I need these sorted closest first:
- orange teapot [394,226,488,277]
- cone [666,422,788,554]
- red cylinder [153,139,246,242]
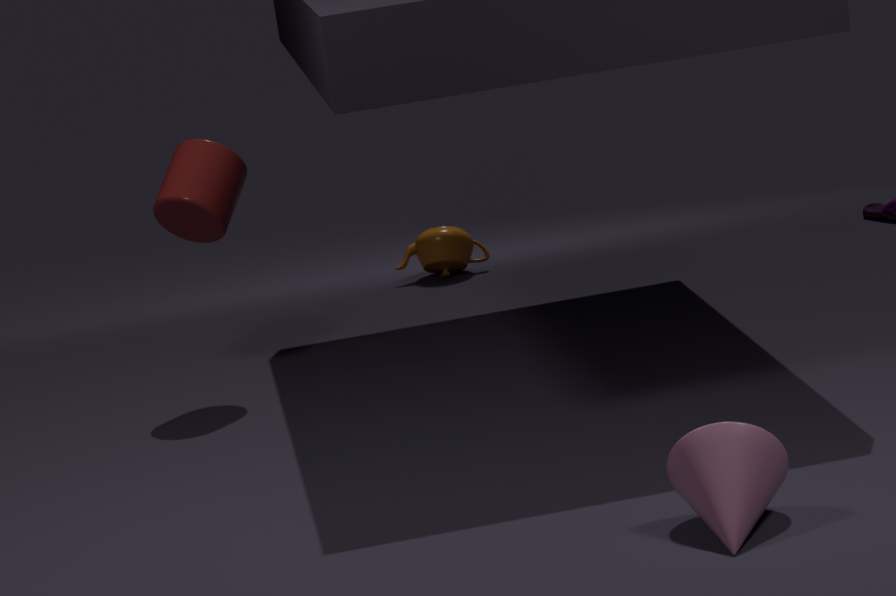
cone [666,422,788,554] < red cylinder [153,139,246,242] < orange teapot [394,226,488,277]
